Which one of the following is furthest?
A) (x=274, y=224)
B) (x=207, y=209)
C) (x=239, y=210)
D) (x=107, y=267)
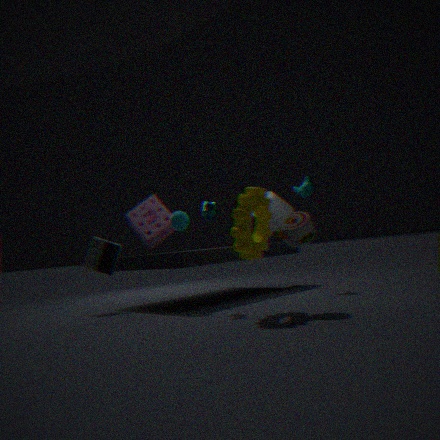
(x=274, y=224)
